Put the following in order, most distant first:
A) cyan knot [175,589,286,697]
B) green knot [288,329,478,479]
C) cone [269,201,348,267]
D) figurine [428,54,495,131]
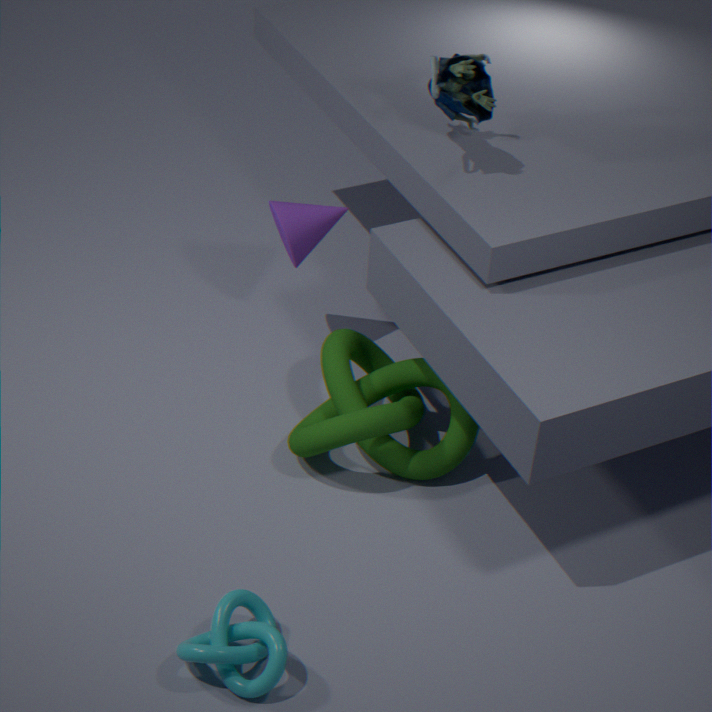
cone [269,201,348,267] → green knot [288,329,478,479] → figurine [428,54,495,131] → cyan knot [175,589,286,697]
